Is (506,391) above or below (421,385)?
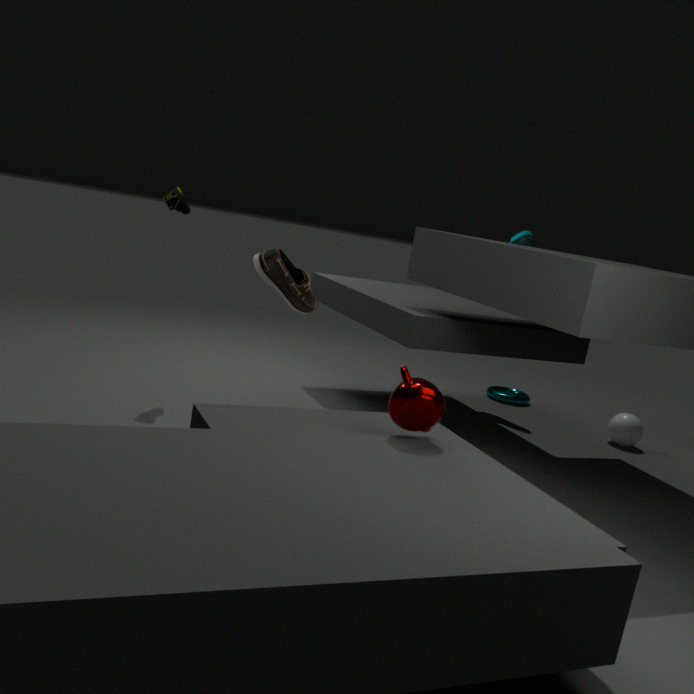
A: below
